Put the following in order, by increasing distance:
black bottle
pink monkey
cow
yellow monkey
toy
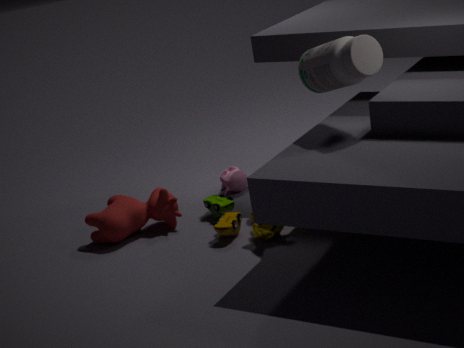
black bottle → yellow monkey → toy → cow → pink monkey
